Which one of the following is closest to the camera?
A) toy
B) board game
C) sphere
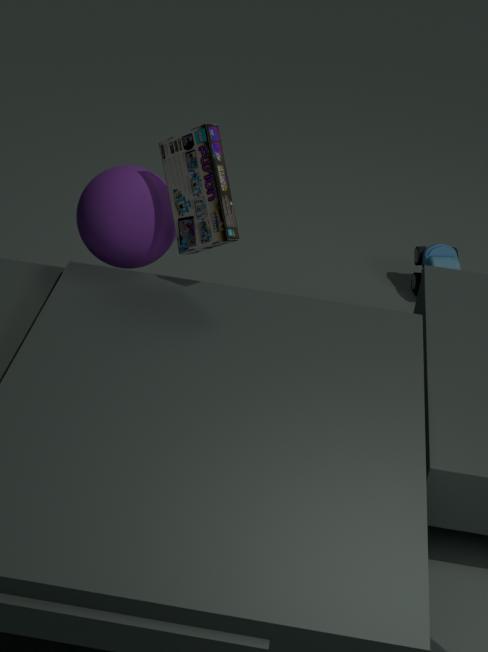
board game
